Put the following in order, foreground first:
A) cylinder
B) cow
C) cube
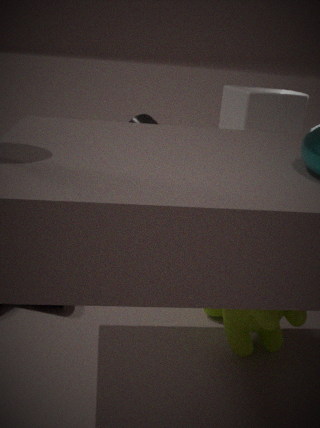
cow
cylinder
cube
